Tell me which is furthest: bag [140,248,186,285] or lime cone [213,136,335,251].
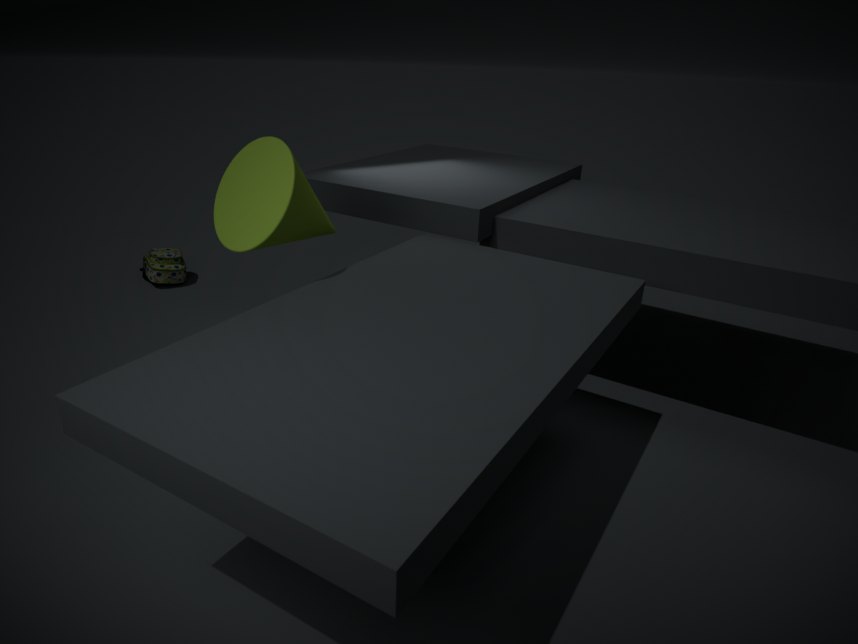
bag [140,248,186,285]
